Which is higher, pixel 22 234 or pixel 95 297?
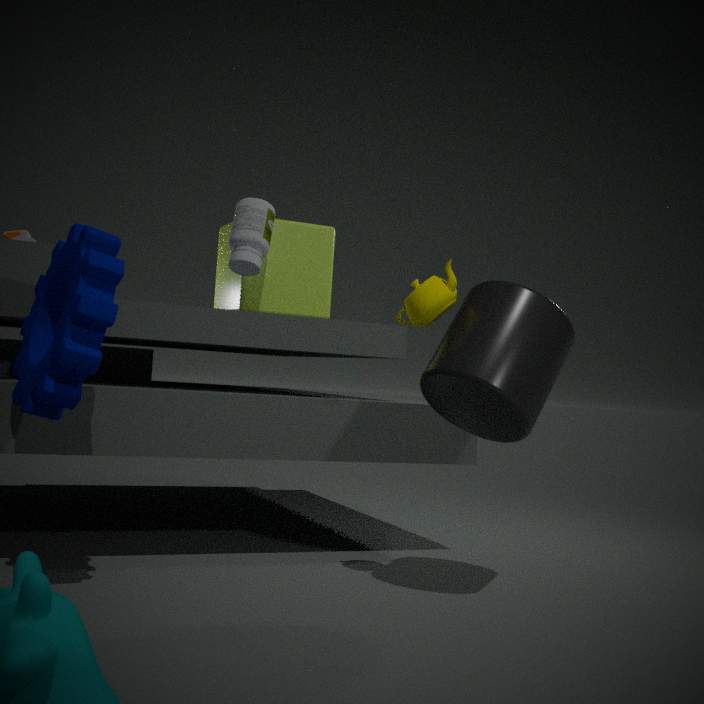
pixel 22 234
